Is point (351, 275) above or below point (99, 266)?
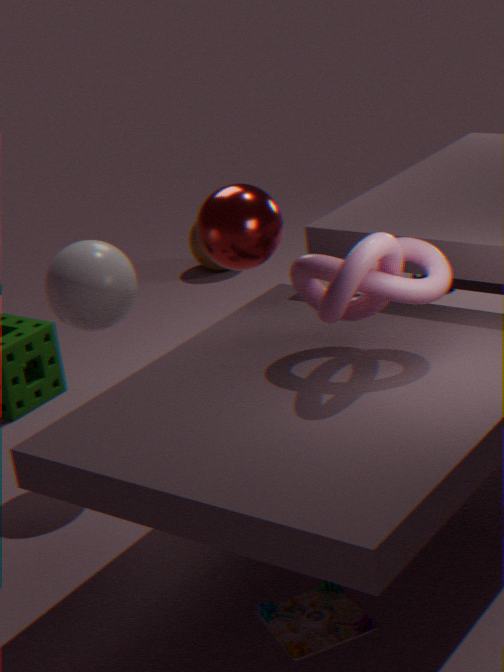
above
